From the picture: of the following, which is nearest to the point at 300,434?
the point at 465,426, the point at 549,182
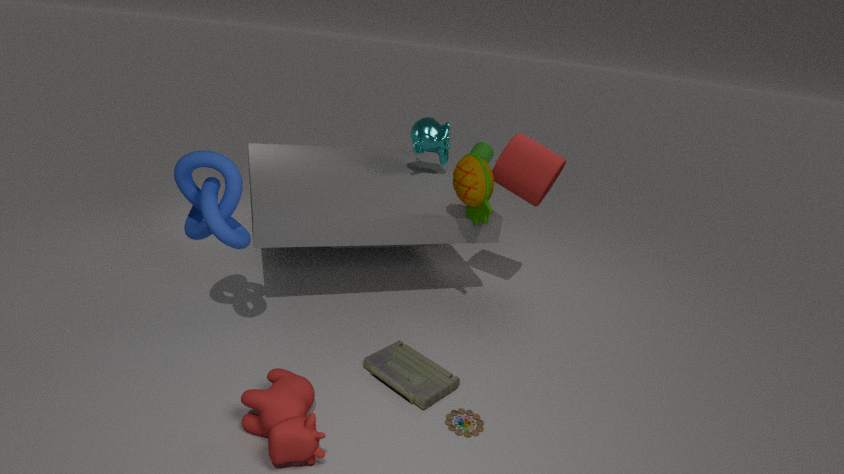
the point at 465,426
